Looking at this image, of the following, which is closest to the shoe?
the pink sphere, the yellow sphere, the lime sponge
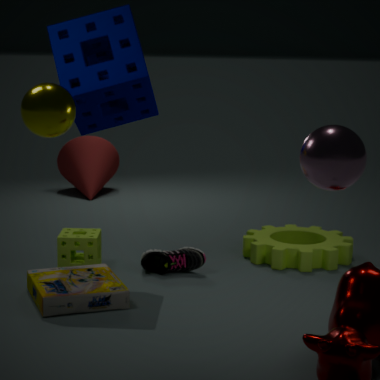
the lime sponge
